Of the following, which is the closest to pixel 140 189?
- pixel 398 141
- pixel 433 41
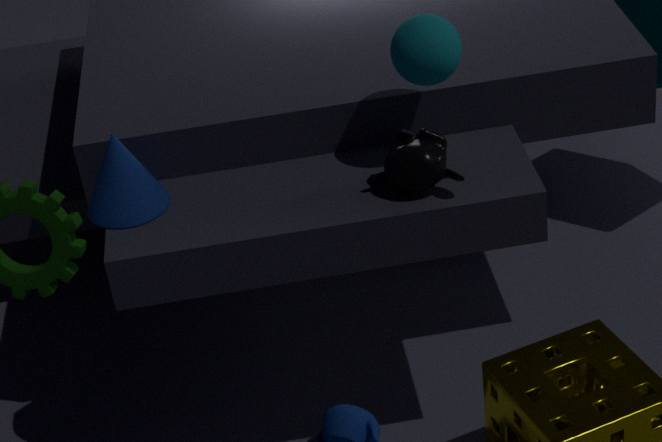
pixel 398 141
